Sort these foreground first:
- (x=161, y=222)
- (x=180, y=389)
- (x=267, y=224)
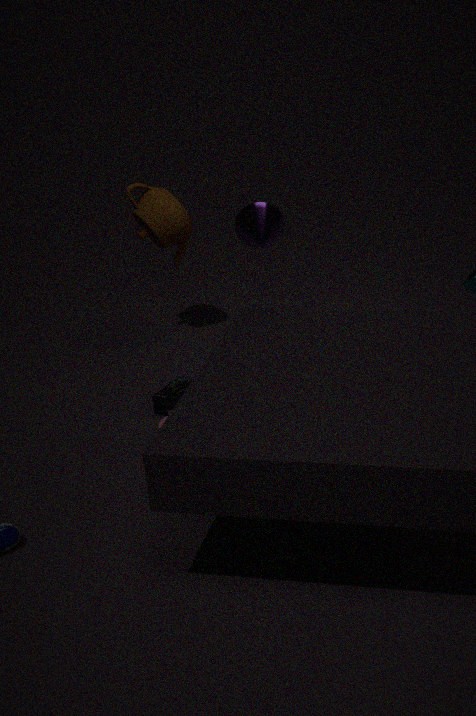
(x=267, y=224)
(x=180, y=389)
(x=161, y=222)
